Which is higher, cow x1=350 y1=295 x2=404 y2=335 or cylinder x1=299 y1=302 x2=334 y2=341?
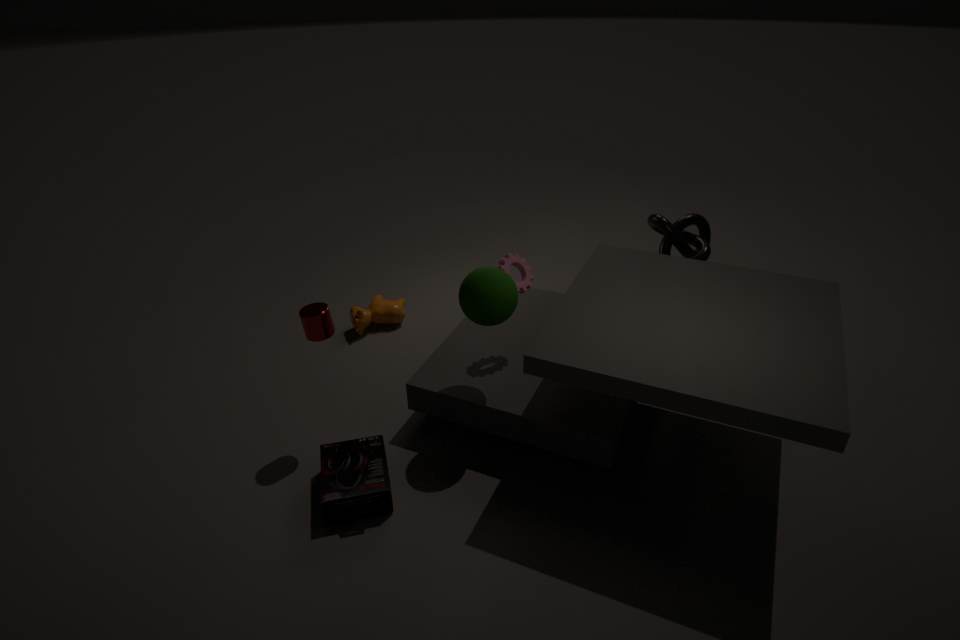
cylinder x1=299 y1=302 x2=334 y2=341
